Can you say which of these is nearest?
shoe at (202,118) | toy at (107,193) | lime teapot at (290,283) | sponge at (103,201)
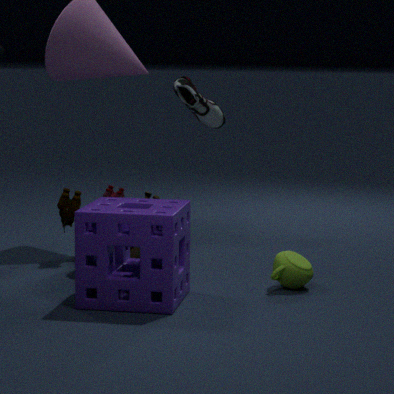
sponge at (103,201)
